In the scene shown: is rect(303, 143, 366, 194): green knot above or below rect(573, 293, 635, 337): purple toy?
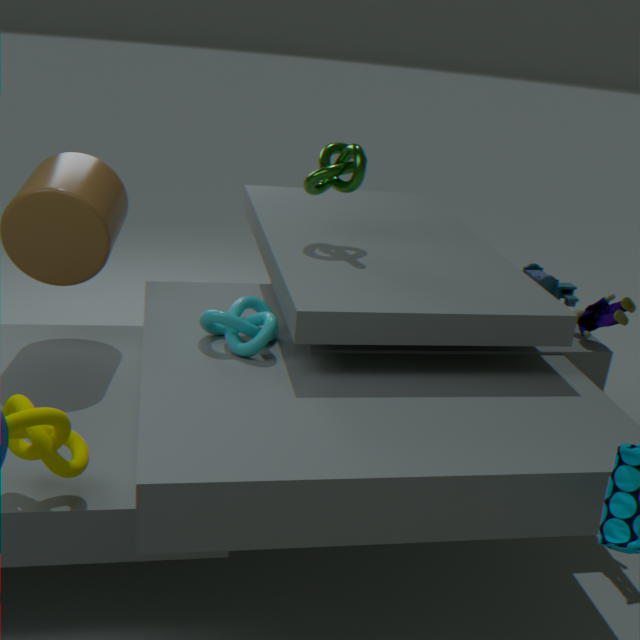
above
